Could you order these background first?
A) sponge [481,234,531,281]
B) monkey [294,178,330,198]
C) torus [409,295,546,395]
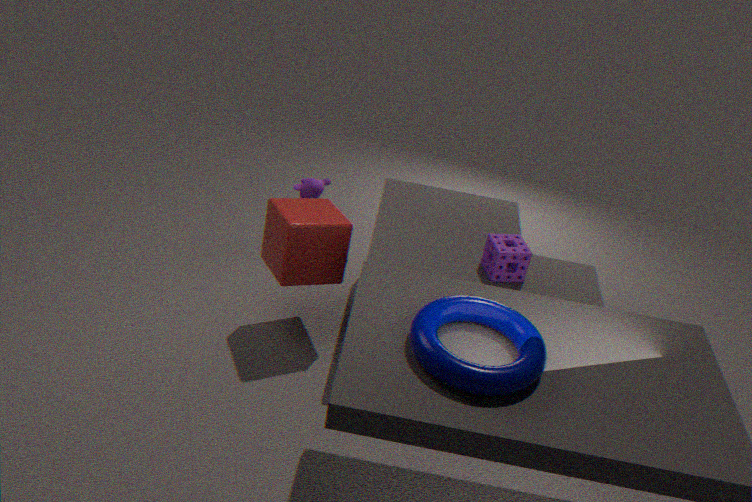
1. monkey [294,178,330,198]
2. sponge [481,234,531,281]
3. torus [409,295,546,395]
